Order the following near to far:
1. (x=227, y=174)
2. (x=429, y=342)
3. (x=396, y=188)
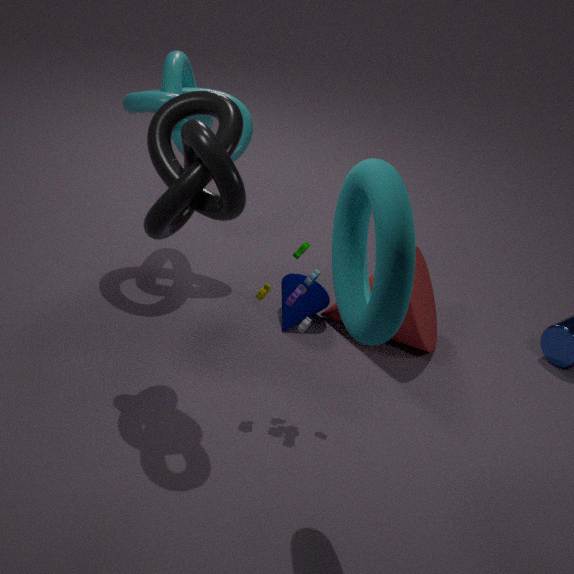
1. (x=396, y=188)
2. (x=227, y=174)
3. (x=429, y=342)
